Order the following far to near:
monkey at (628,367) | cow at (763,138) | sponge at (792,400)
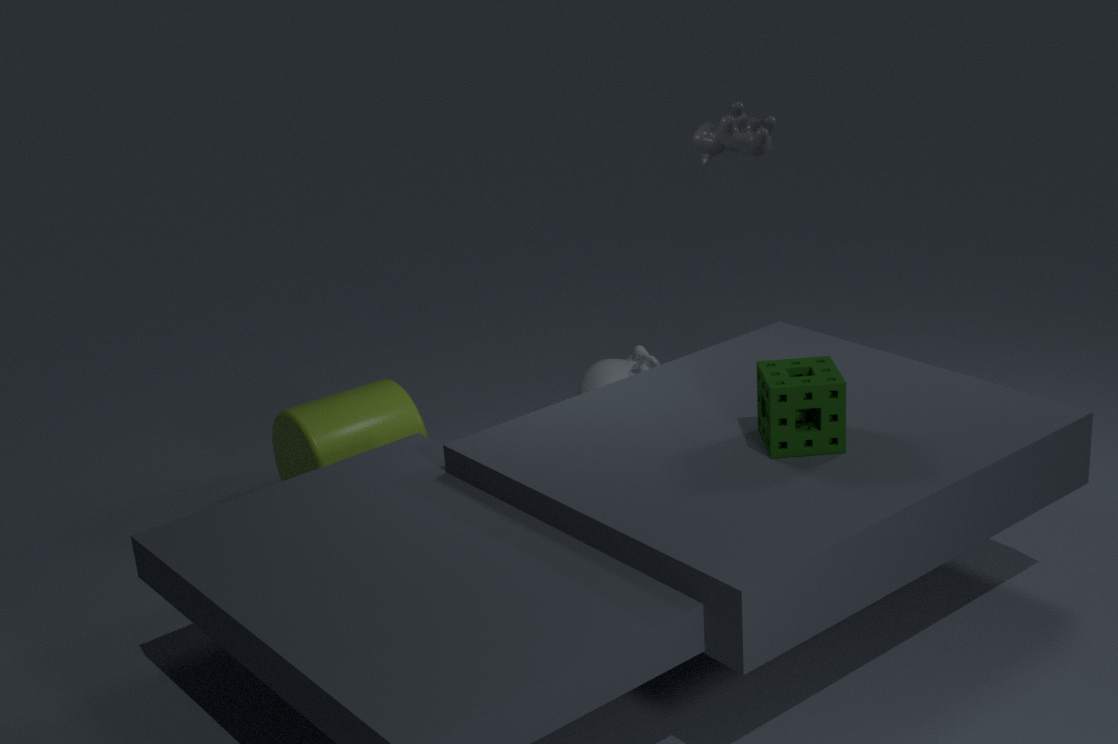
monkey at (628,367)
cow at (763,138)
sponge at (792,400)
